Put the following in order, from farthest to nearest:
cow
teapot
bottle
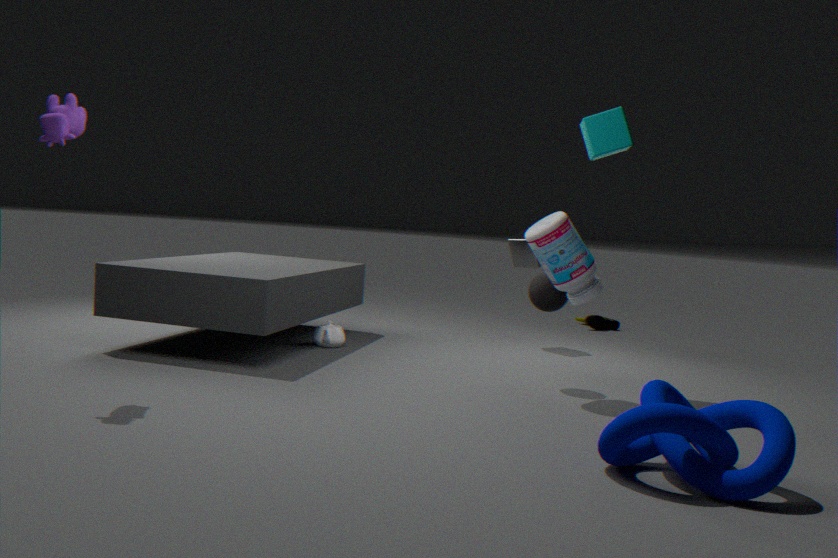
teapot → bottle → cow
